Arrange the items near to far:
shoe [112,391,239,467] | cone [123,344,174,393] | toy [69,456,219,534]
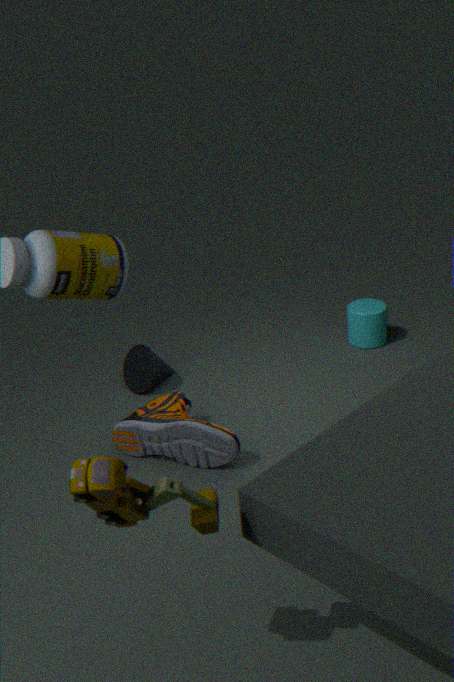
toy [69,456,219,534], shoe [112,391,239,467], cone [123,344,174,393]
